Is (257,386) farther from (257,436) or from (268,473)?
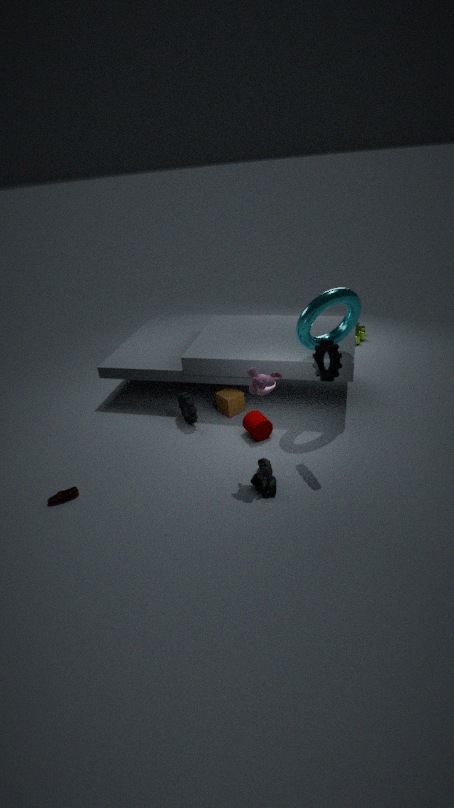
(257,436)
